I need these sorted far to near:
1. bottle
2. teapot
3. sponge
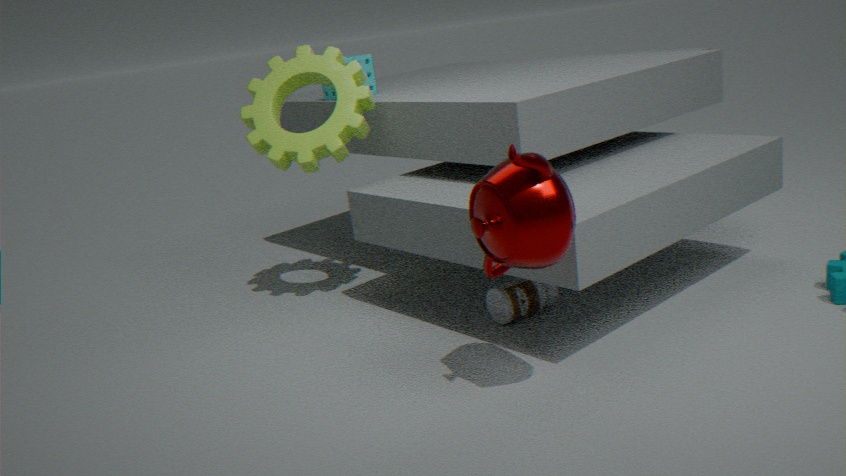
1. sponge
2. bottle
3. teapot
